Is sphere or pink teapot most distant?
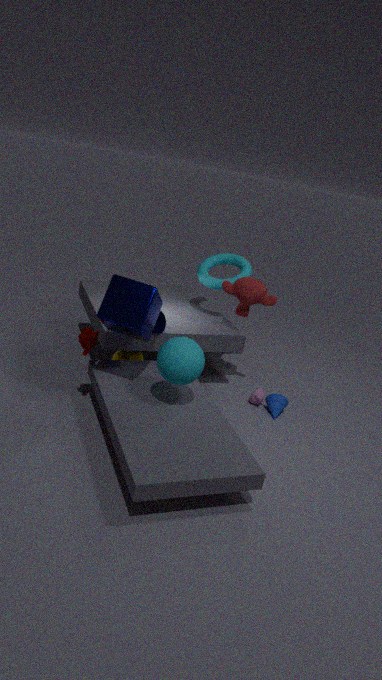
pink teapot
